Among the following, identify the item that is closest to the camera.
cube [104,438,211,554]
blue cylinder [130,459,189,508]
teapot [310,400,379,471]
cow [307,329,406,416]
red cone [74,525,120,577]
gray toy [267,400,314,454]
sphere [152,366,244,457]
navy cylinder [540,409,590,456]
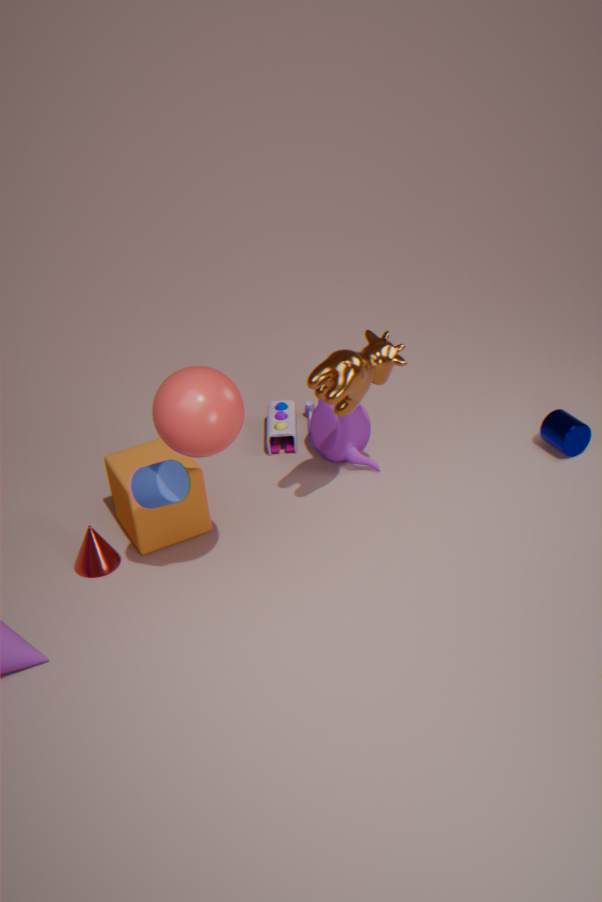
sphere [152,366,244,457]
